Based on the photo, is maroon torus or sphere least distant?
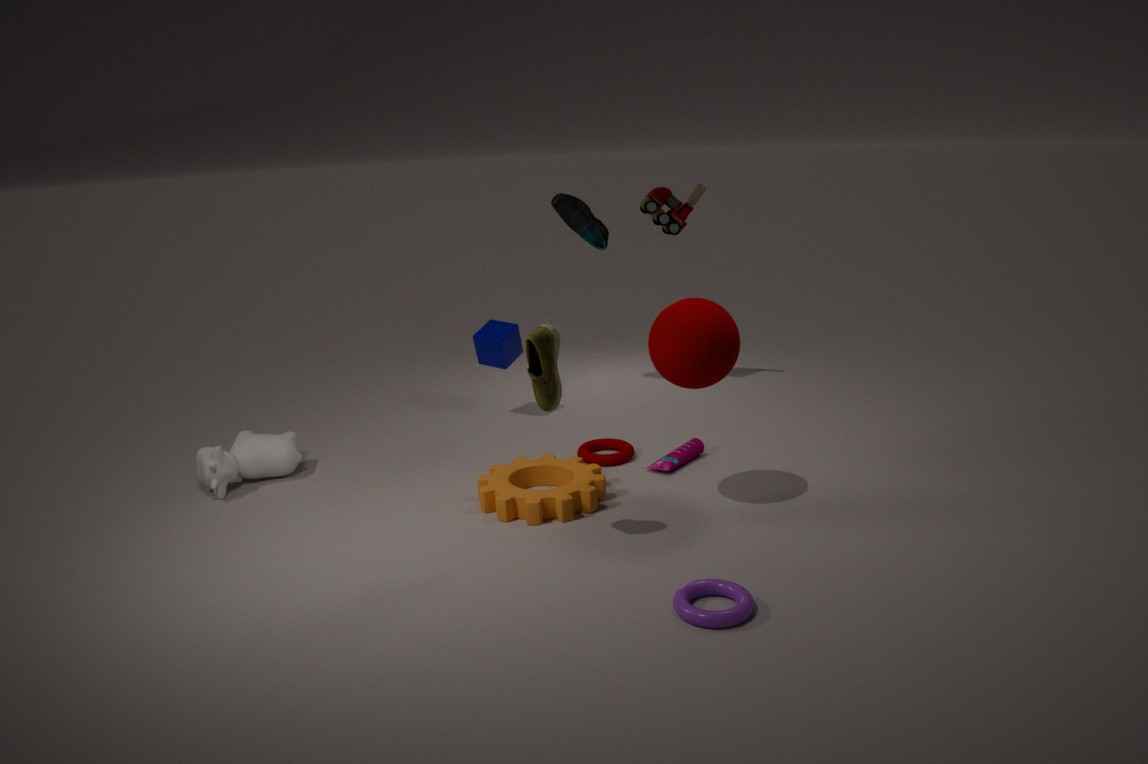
sphere
